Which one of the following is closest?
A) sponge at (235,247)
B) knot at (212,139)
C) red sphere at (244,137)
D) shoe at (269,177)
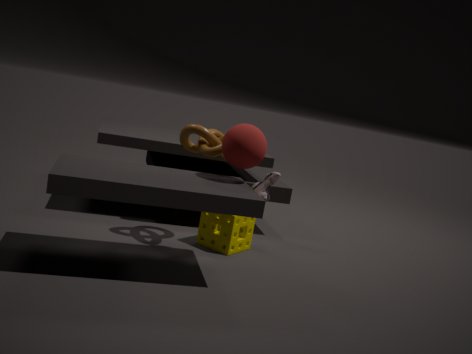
red sphere at (244,137)
